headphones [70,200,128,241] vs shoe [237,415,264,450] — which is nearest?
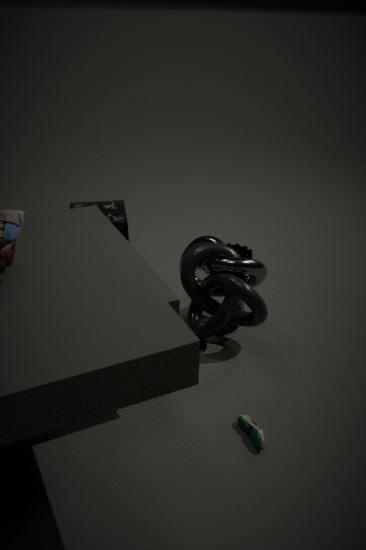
shoe [237,415,264,450]
